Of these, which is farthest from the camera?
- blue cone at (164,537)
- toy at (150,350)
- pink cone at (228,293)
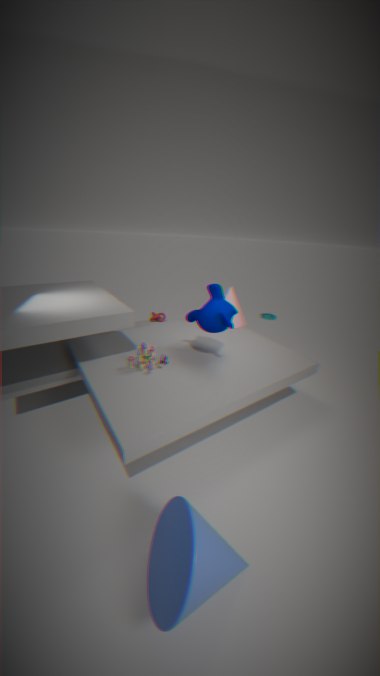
pink cone at (228,293)
